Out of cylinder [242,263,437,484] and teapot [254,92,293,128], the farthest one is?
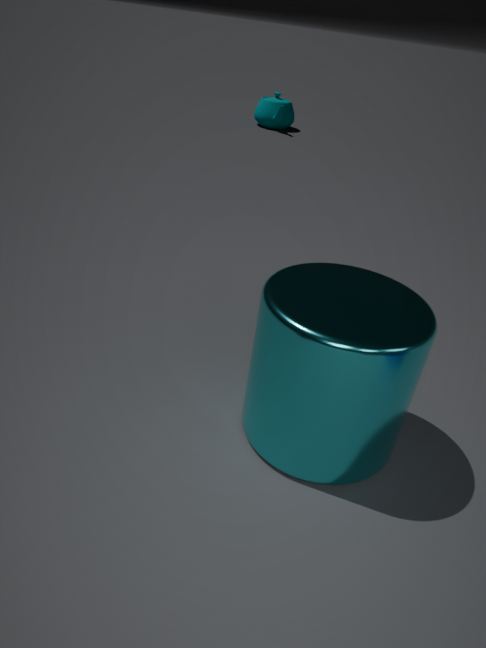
teapot [254,92,293,128]
